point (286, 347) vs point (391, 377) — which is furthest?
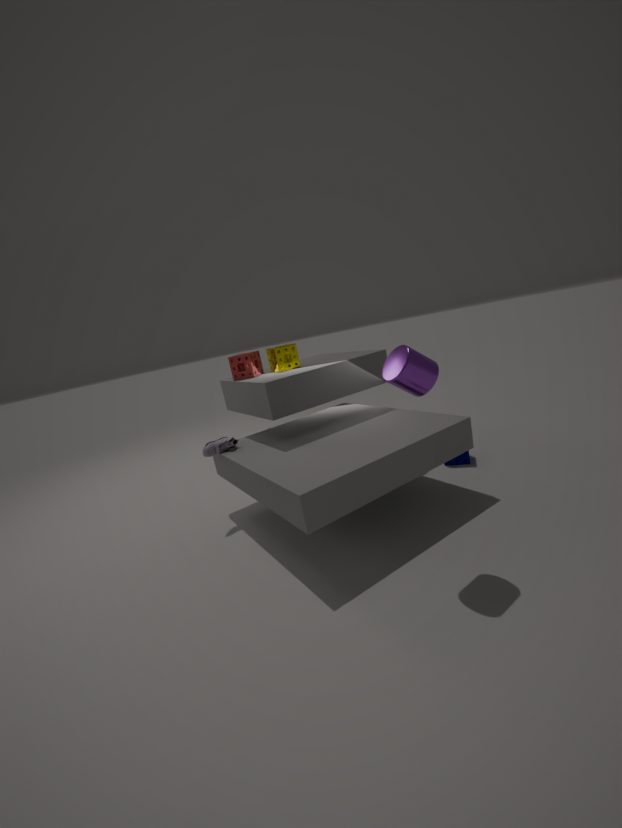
point (286, 347)
